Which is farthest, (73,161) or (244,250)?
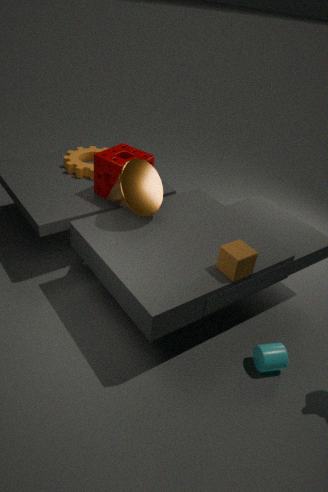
(73,161)
